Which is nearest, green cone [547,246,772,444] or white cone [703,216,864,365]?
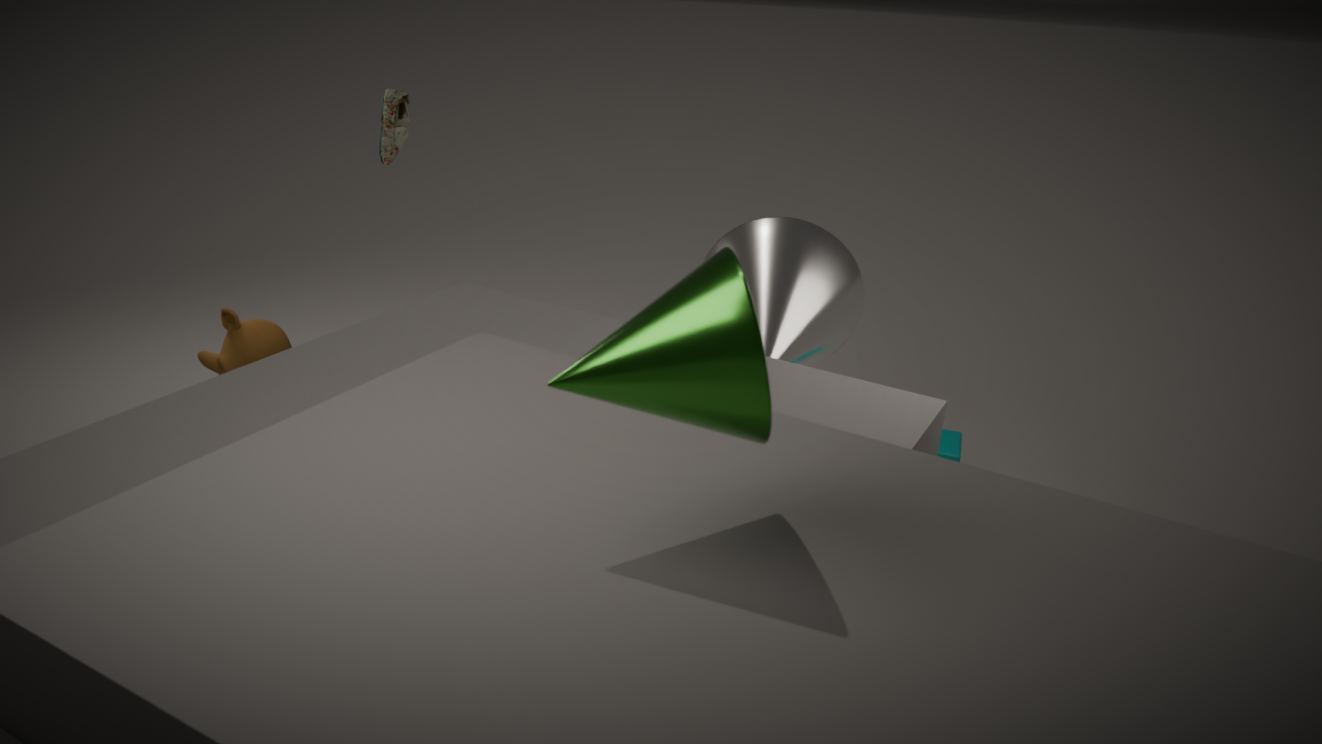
green cone [547,246,772,444]
